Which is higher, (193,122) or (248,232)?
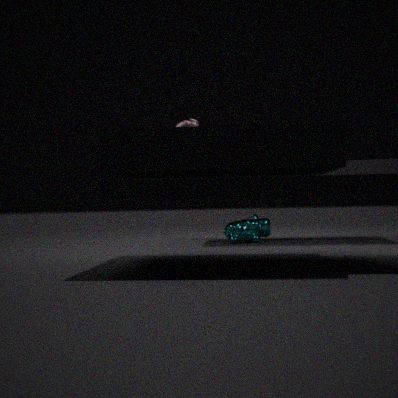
(193,122)
